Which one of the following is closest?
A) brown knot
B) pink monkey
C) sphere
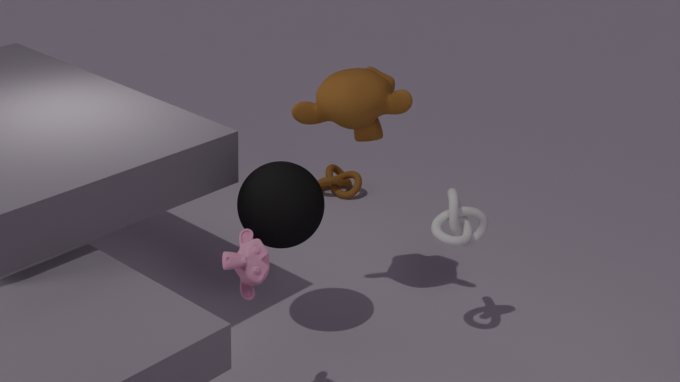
pink monkey
